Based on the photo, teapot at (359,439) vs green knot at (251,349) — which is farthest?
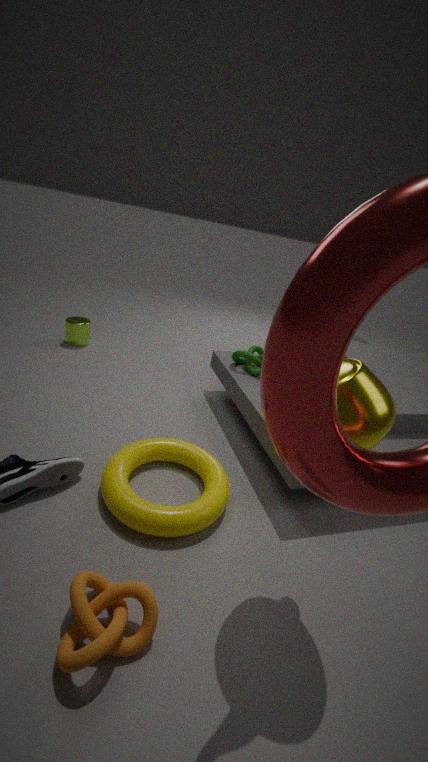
green knot at (251,349)
